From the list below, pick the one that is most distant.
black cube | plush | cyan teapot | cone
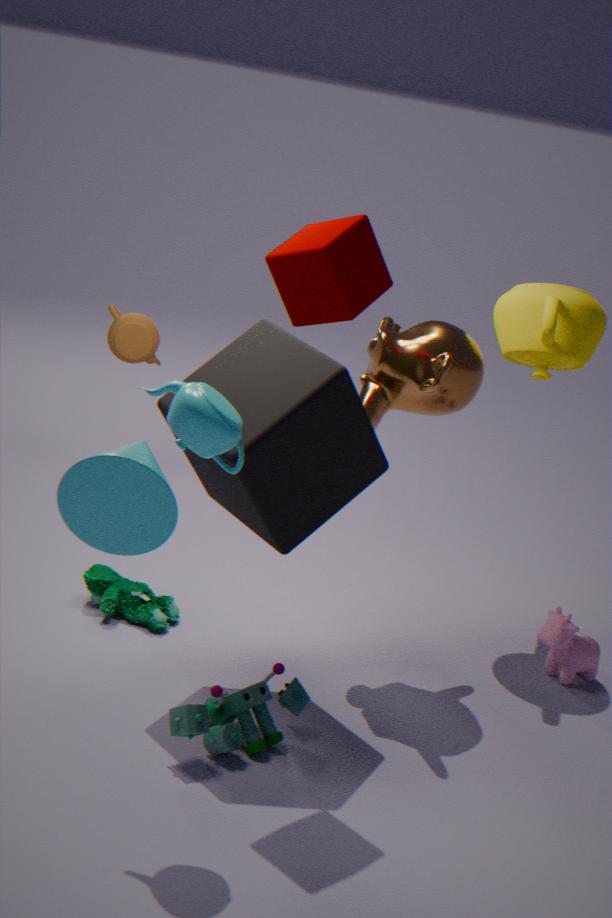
plush
